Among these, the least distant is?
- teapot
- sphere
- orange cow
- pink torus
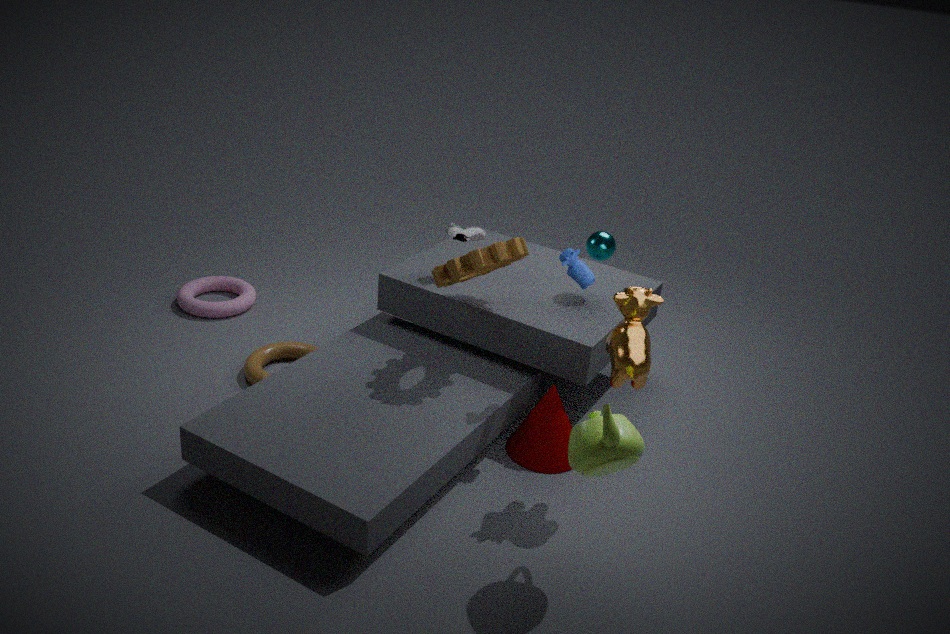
teapot
